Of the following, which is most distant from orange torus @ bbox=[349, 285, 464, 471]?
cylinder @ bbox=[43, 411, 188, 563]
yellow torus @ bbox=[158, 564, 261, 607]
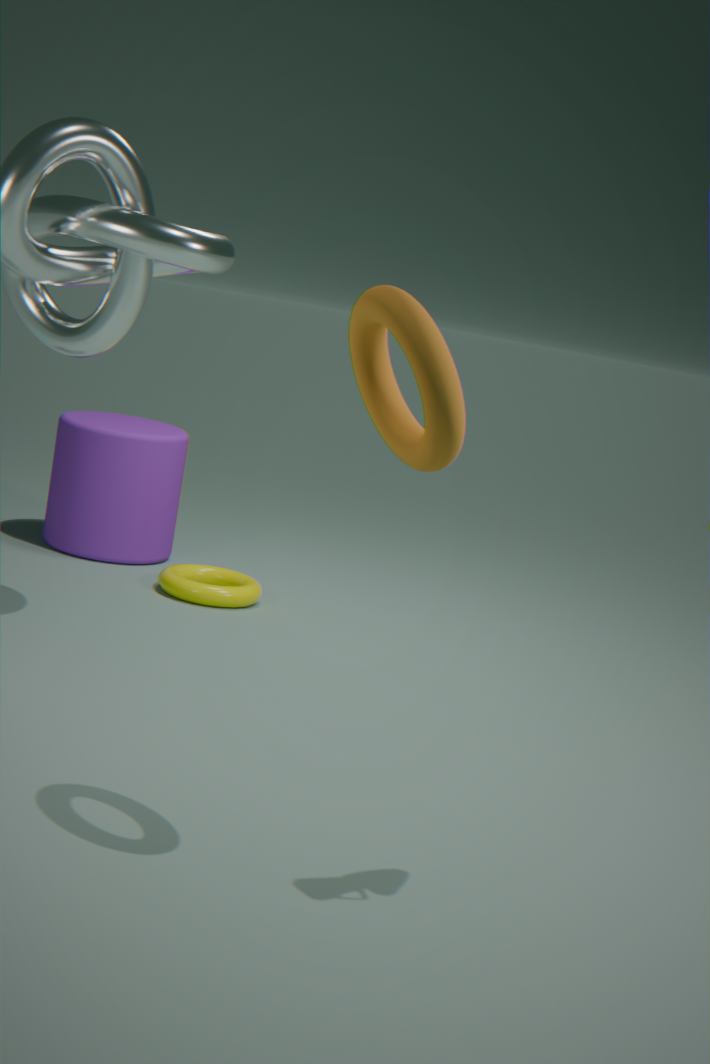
cylinder @ bbox=[43, 411, 188, 563]
